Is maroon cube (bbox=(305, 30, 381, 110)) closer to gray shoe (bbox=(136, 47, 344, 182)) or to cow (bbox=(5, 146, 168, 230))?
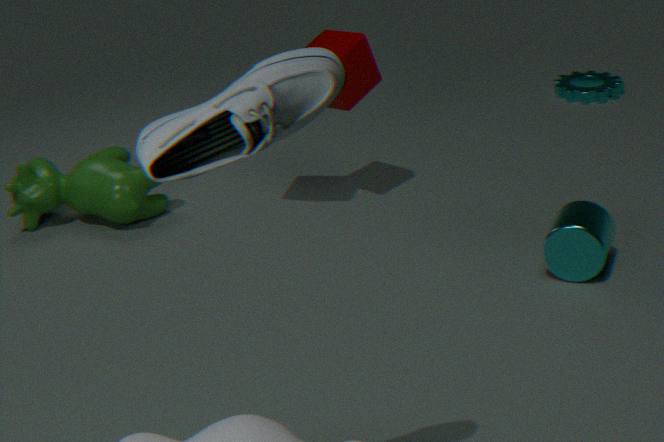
cow (bbox=(5, 146, 168, 230))
